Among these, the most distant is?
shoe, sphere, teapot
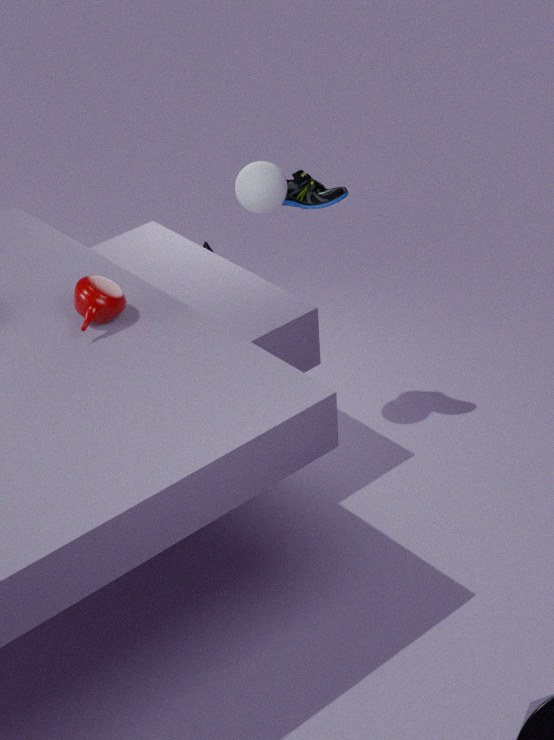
shoe
